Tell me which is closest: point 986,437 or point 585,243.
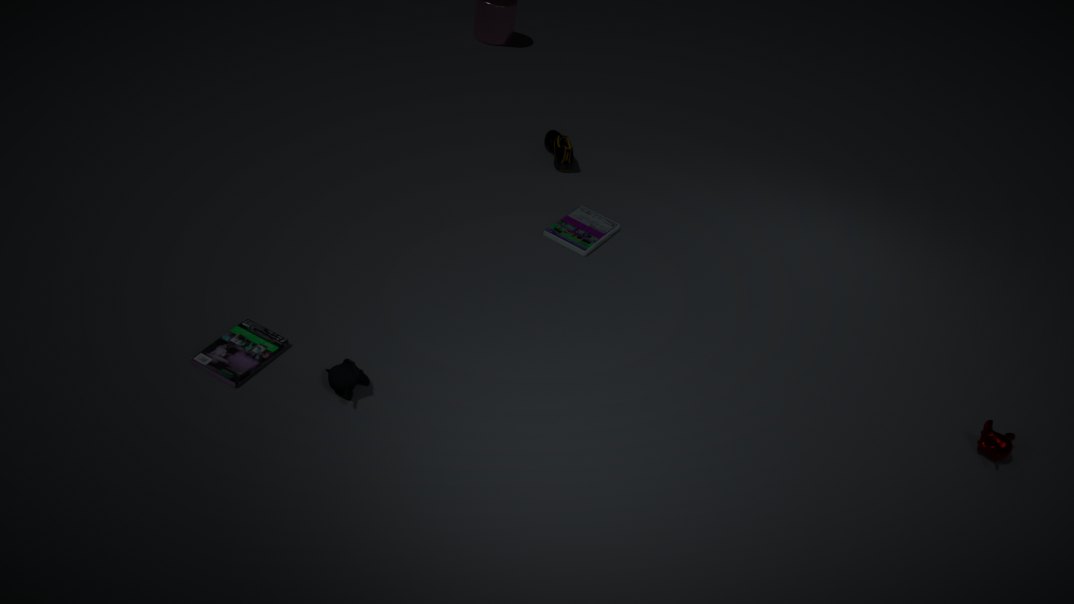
point 986,437
